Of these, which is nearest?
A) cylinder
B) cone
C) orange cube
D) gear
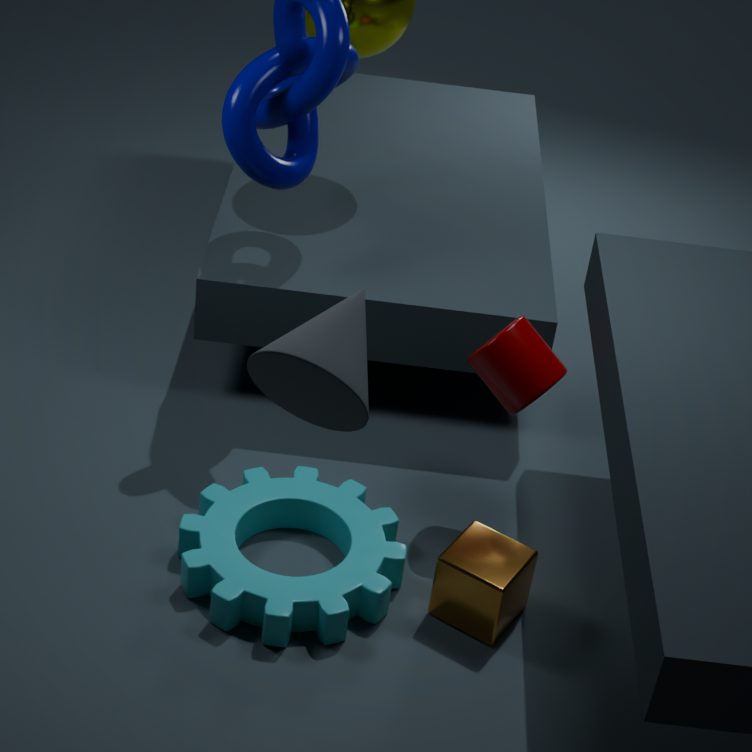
cone
